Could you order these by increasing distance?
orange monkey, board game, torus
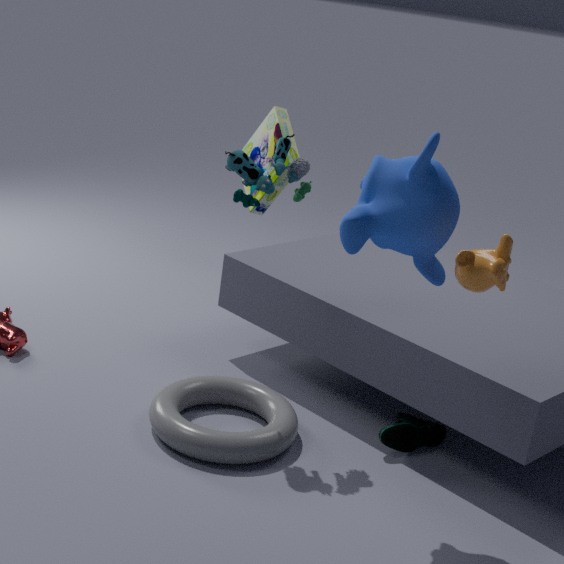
orange monkey, torus, board game
